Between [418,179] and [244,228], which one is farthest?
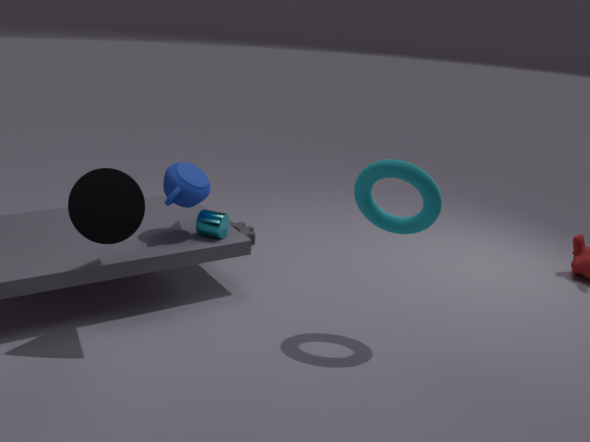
[244,228]
